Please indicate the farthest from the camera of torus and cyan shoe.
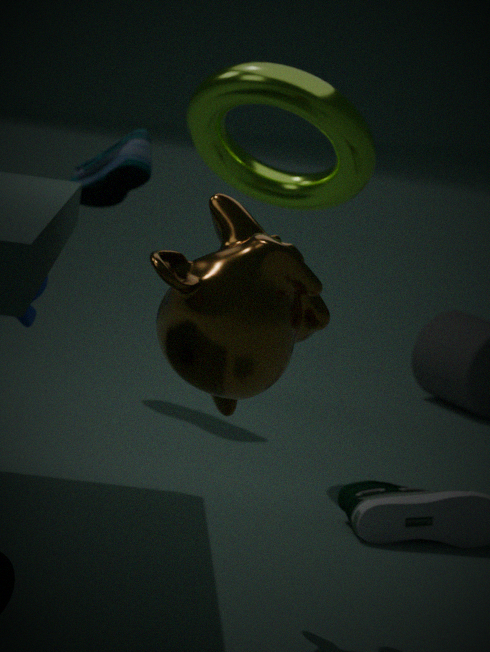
cyan shoe
